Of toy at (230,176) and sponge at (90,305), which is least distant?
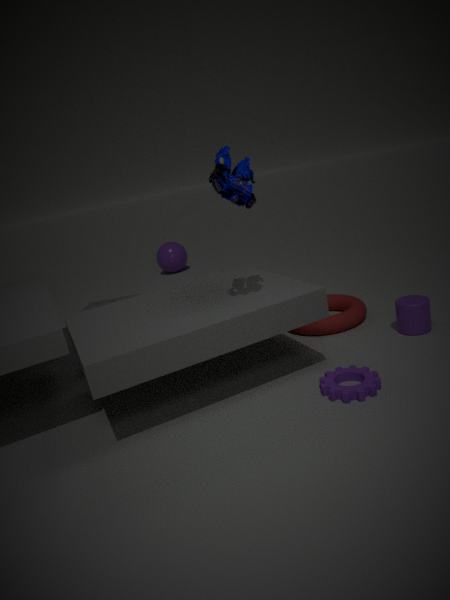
toy at (230,176)
